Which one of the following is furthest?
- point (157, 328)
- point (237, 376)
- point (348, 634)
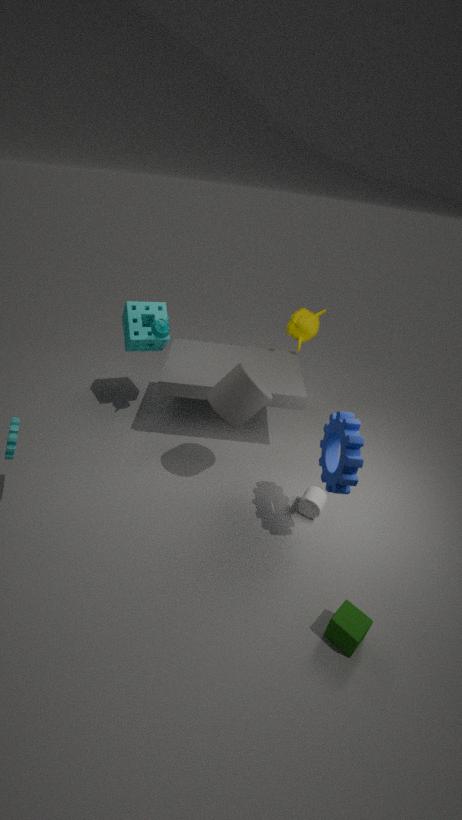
point (157, 328)
